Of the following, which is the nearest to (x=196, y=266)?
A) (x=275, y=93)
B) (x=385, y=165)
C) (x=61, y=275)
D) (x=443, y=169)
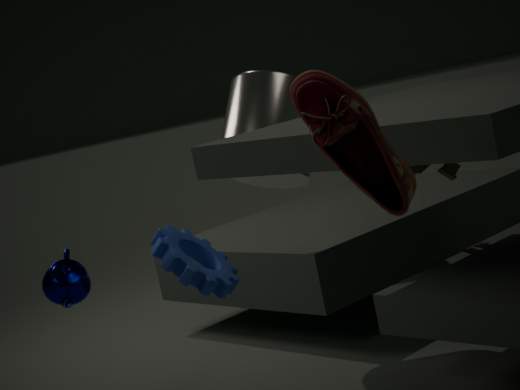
(x=61, y=275)
